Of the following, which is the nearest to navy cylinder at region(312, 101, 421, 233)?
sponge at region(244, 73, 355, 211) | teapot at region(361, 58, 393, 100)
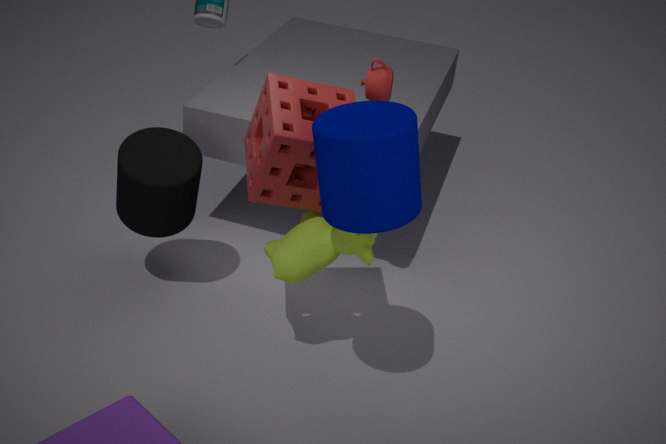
sponge at region(244, 73, 355, 211)
